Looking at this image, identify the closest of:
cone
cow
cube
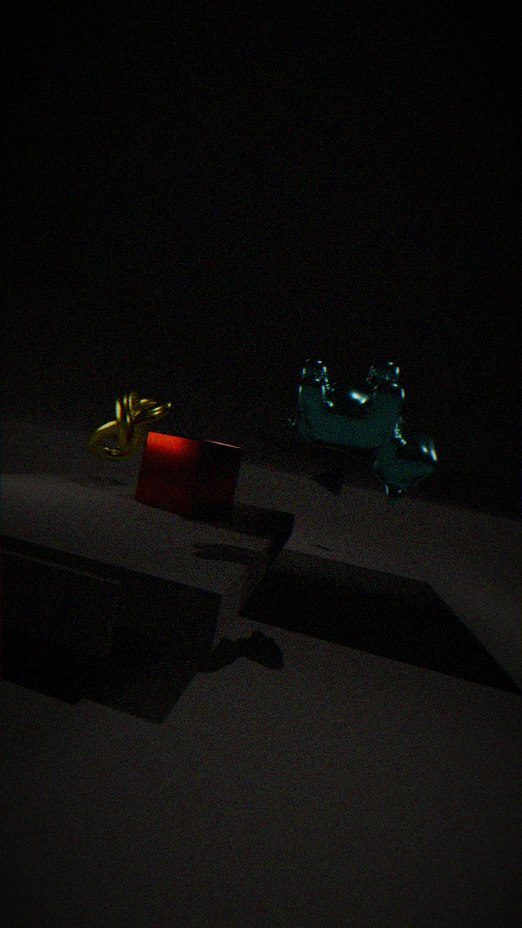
A: cow
